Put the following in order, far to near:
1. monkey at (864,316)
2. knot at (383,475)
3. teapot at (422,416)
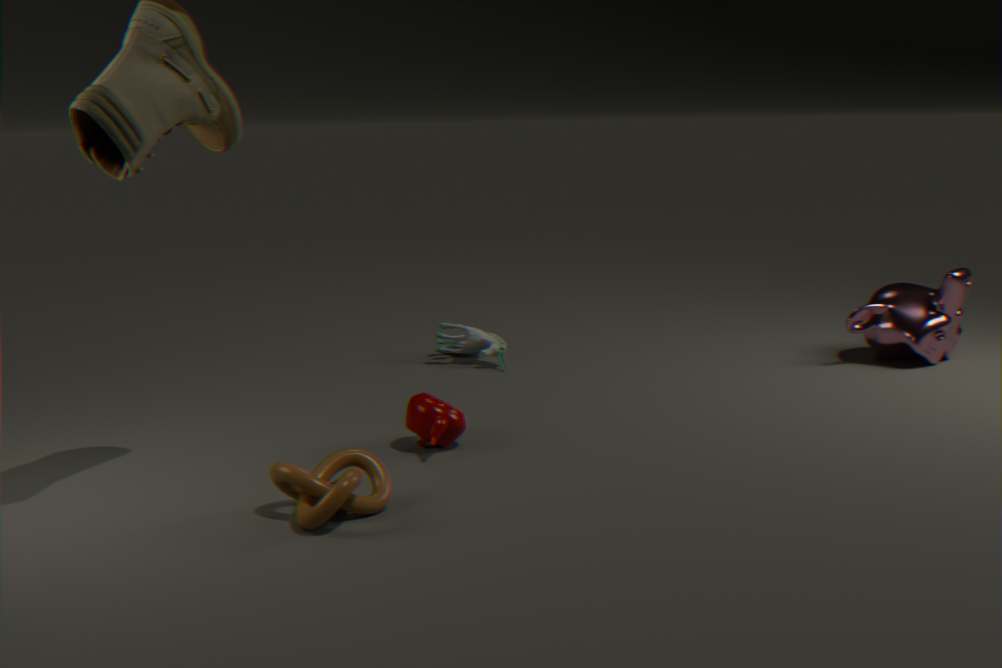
monkey at (864,316) → teapot at (422,416) → knot at (383,475)
